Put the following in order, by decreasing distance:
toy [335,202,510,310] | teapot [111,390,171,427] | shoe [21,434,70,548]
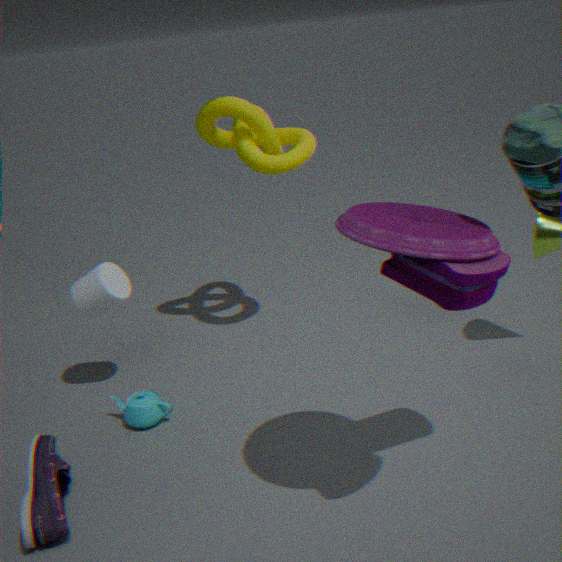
teapot [111,390,171,427] < shoe [21,434,70,548] < toy [335,202,510,310]
